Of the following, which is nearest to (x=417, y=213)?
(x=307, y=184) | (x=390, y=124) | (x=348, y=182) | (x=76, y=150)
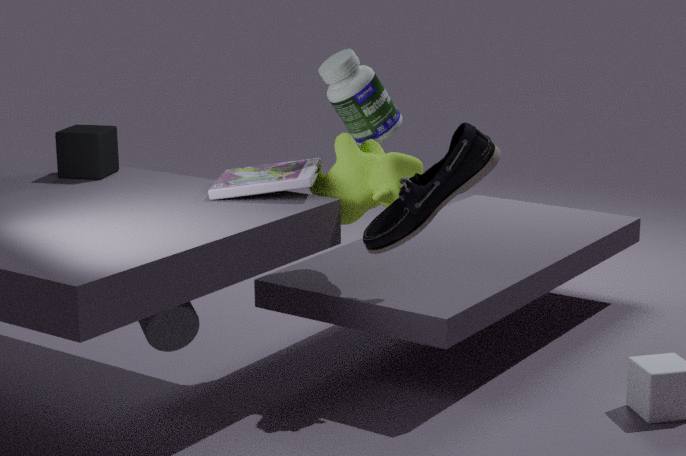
(x=348, y=182)
